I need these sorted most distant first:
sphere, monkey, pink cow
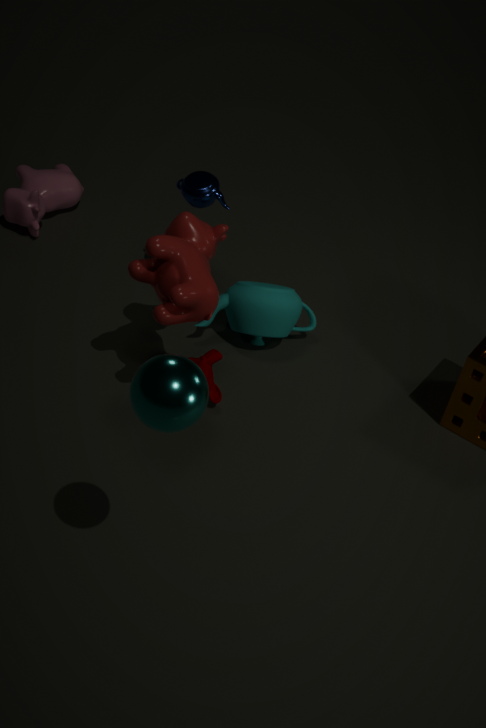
pink cow, monkey, sphere
